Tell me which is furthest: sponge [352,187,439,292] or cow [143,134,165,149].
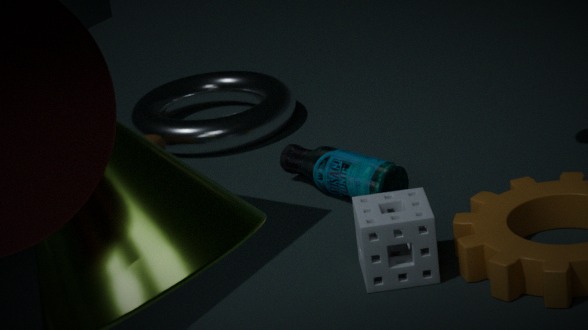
cow [143,134,165,149]
